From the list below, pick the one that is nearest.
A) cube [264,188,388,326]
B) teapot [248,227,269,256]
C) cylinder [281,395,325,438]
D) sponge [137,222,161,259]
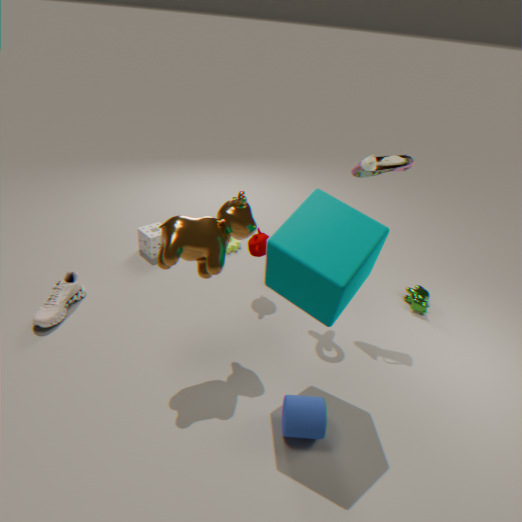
cube [264,188,388,326]
